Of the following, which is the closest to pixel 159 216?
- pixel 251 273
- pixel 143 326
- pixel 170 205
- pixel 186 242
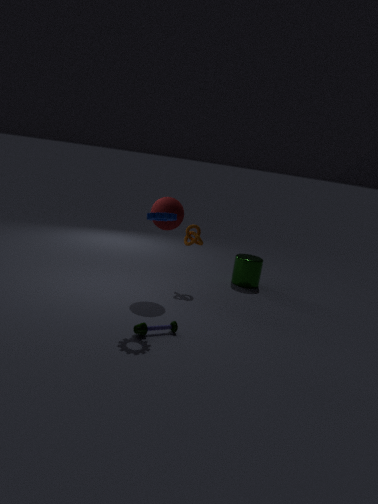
pixel 170 205
